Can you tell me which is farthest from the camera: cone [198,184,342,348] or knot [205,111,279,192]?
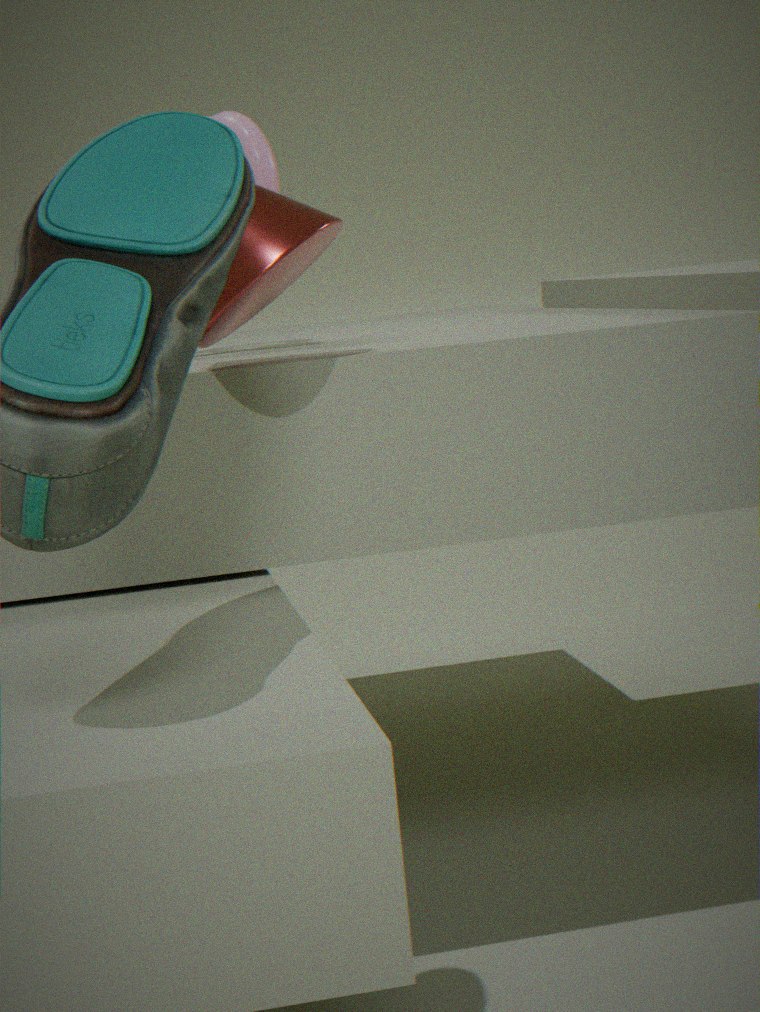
knot [205,111,279,192]
